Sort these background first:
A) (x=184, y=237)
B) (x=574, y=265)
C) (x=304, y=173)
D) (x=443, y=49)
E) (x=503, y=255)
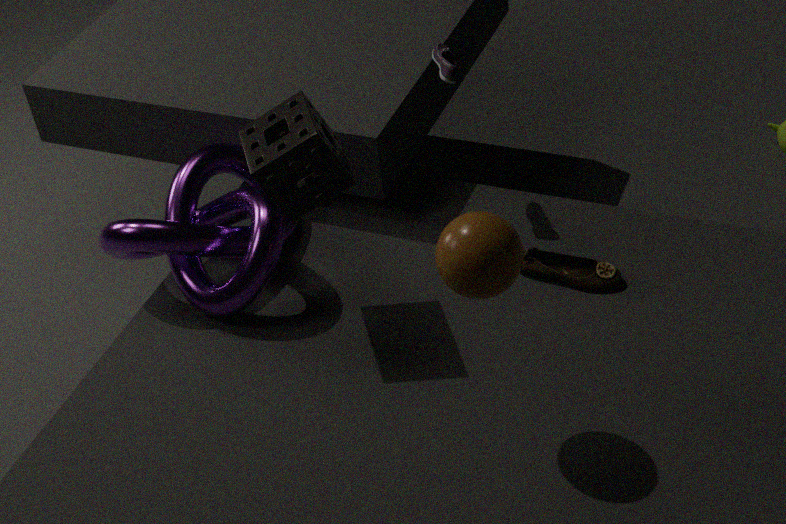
(x=443, y=49) < (x=574, y=265) < (x=184, y=237) < (x=304, y=173) < (x=503, y=255)
